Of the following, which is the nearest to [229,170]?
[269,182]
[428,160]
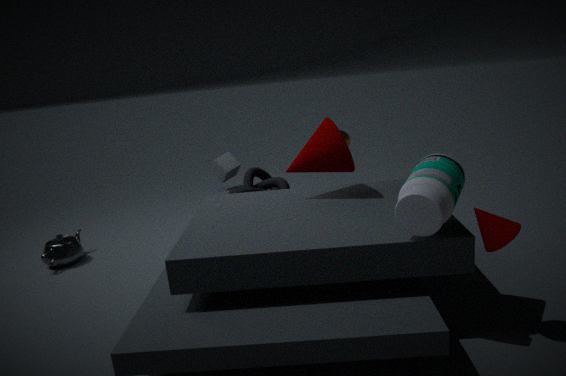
[269,182]
